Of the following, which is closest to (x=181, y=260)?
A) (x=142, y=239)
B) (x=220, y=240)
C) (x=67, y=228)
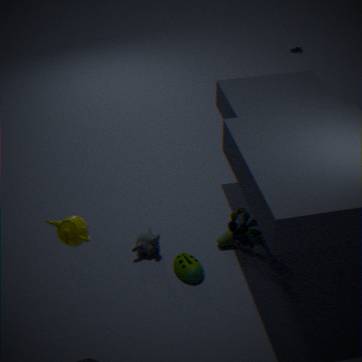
(x=142, y=239)
